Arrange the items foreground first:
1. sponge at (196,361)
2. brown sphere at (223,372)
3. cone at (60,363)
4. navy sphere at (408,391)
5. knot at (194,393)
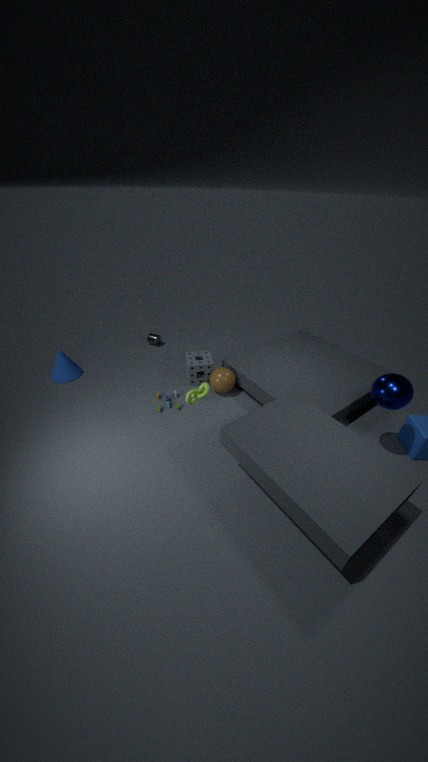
1. navy sphere at (408,391)
2. knot at (194,393)
3. brown sphere at (223,372)
4. sponge at (196,361)
5. cone at (60,363)
